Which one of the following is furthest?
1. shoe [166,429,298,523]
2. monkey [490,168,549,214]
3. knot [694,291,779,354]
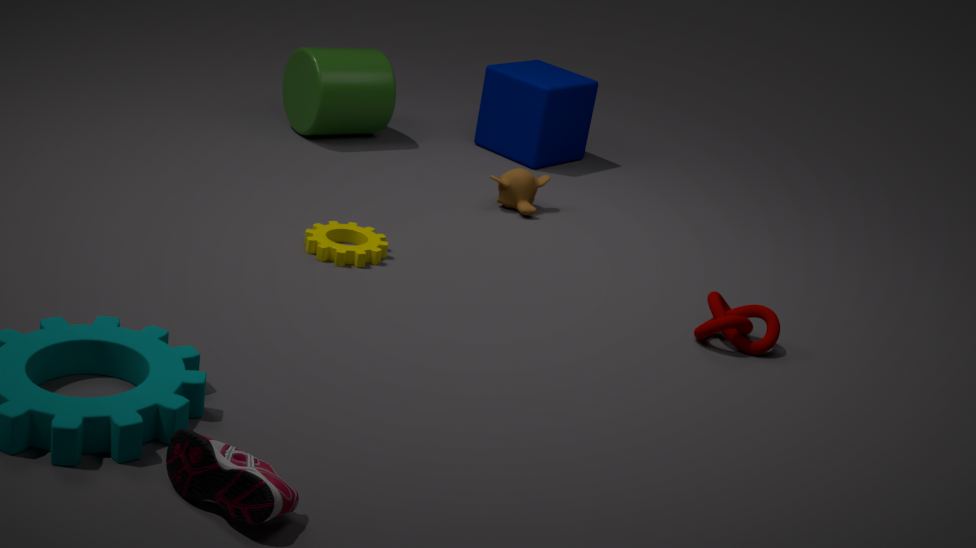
monkey [490,168,549,214]
